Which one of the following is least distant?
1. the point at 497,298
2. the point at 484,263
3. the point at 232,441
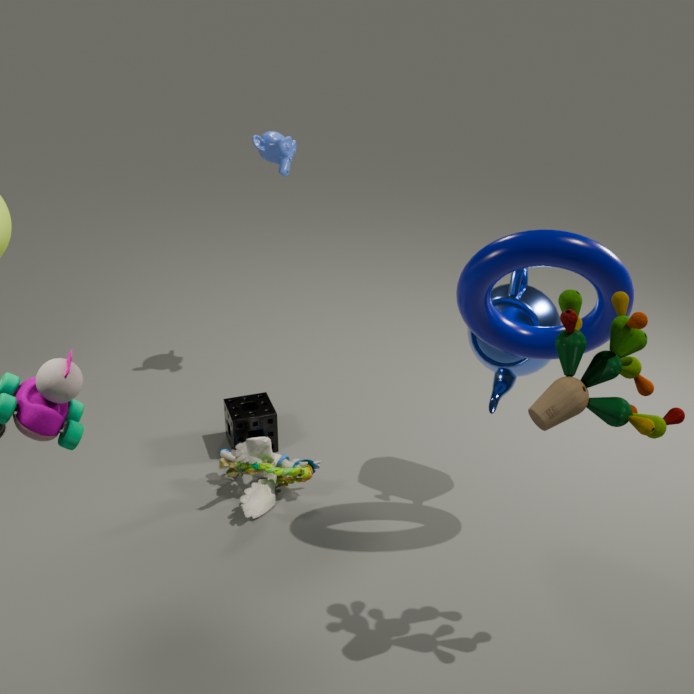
the point at 484,263
